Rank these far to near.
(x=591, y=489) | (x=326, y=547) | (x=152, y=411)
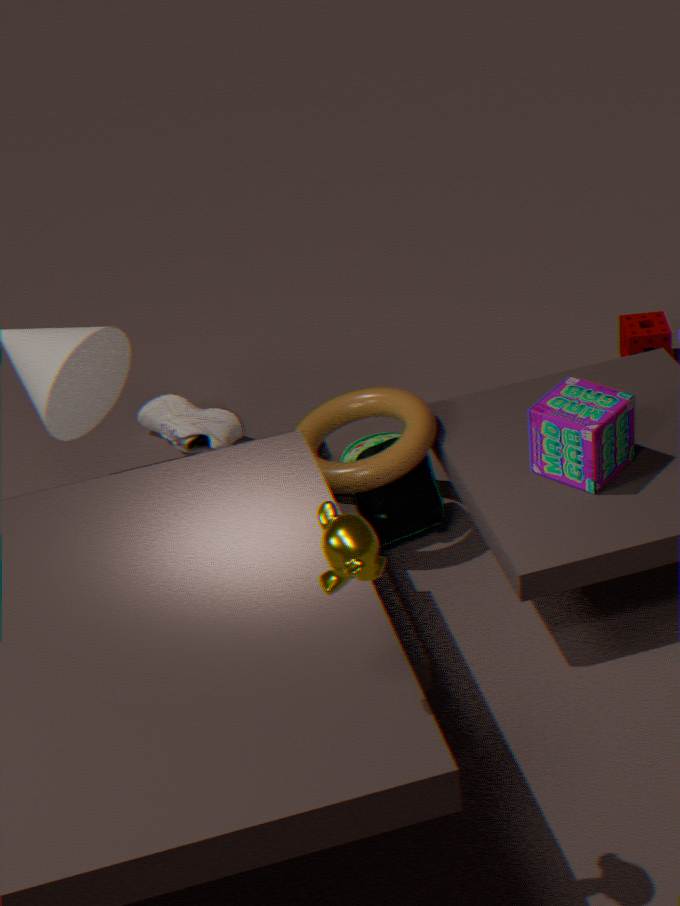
(x=152, y=411) < (x=591, y=489) < (x=326, y=547)
